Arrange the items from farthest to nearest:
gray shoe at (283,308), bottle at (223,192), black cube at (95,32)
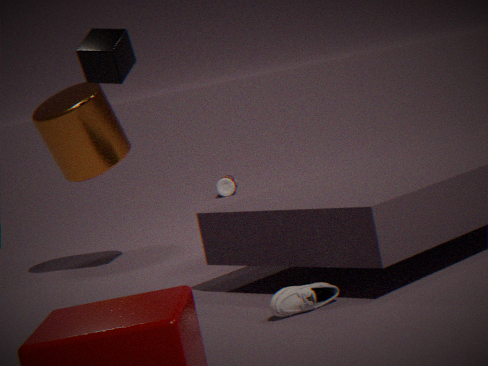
bottle at (223,192)
black cube at (95,32)
gray shoe at (283,308)
